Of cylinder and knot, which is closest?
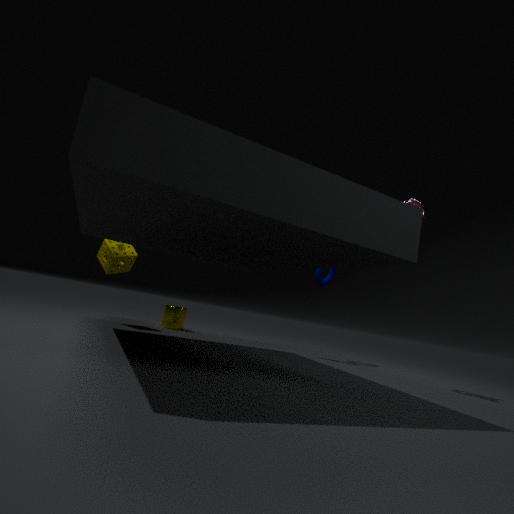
knot
